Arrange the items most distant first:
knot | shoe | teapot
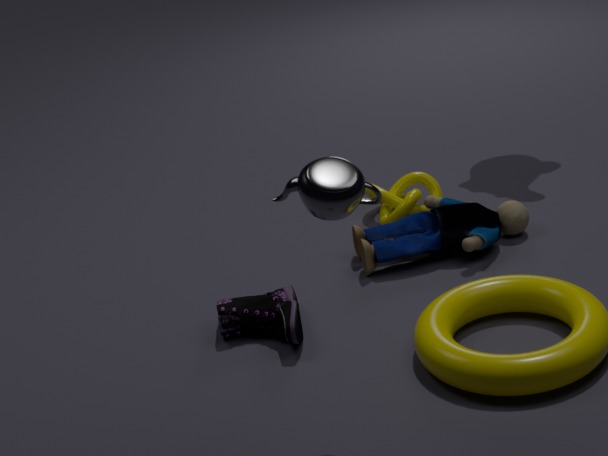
1. knot
2. shoe
3. teapot
